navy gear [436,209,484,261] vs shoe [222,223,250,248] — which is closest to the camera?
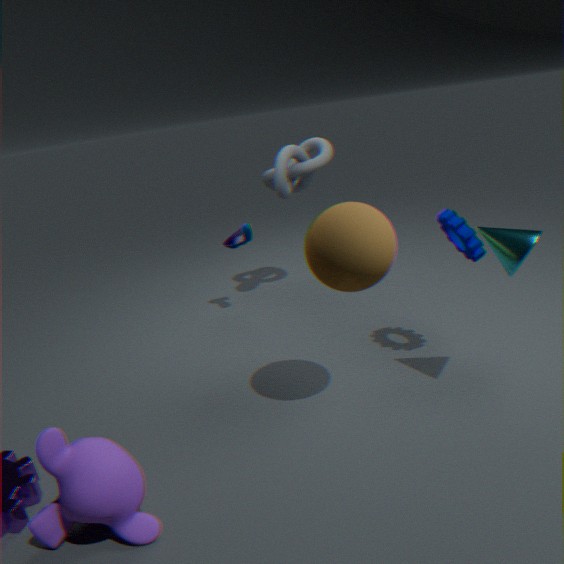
navy gear [436,209,484,261]
